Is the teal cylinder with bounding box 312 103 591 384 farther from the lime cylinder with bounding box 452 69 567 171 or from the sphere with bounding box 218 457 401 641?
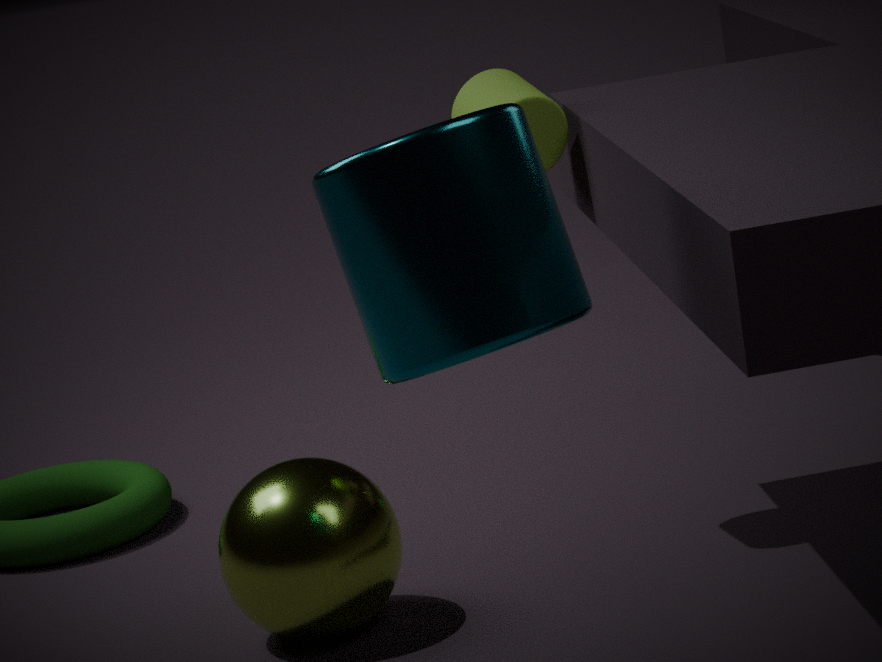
the lime cylinder with bounding box 452 69 567 171
